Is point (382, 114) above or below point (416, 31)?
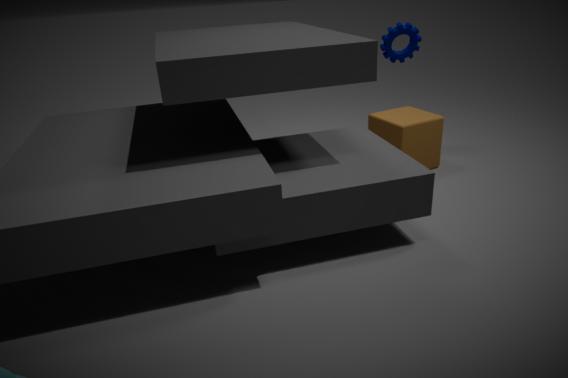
below
